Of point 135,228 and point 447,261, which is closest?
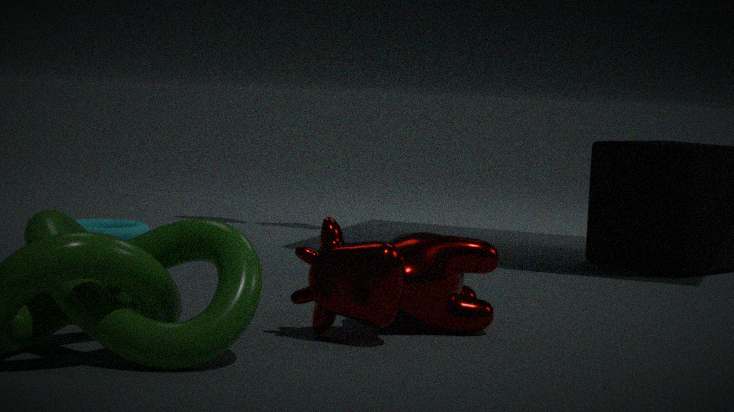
point 447,261
